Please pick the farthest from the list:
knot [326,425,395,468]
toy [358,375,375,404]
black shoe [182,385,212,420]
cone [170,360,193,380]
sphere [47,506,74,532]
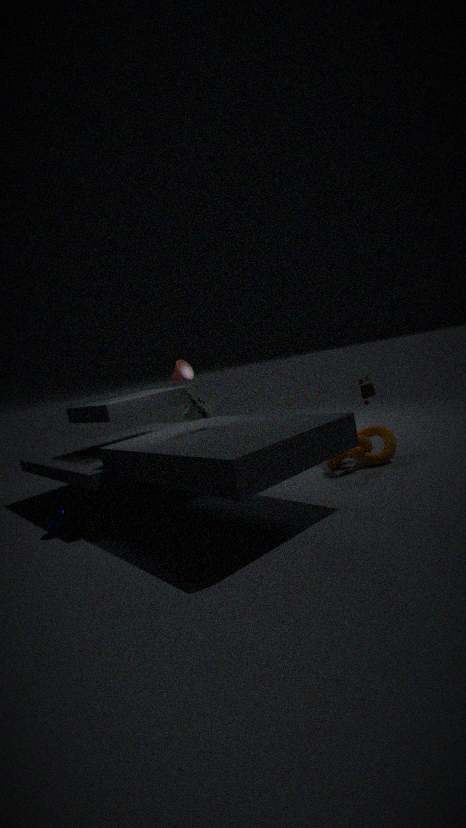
cone [170,360,193,380]
